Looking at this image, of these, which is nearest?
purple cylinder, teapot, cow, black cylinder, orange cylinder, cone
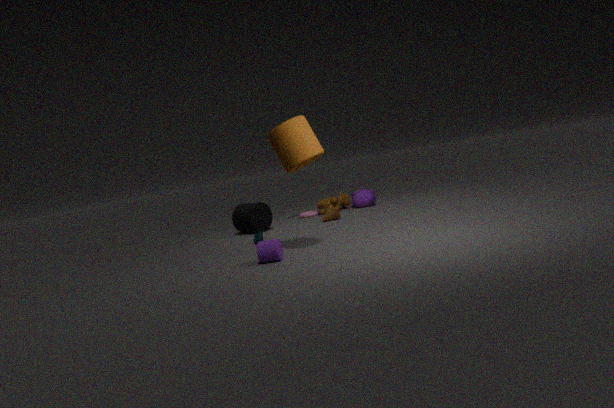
orange cylinder
